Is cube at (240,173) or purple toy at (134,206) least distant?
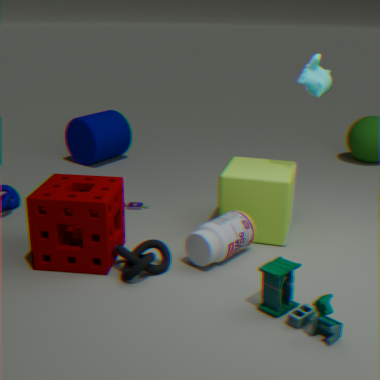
cube at (240,173)
